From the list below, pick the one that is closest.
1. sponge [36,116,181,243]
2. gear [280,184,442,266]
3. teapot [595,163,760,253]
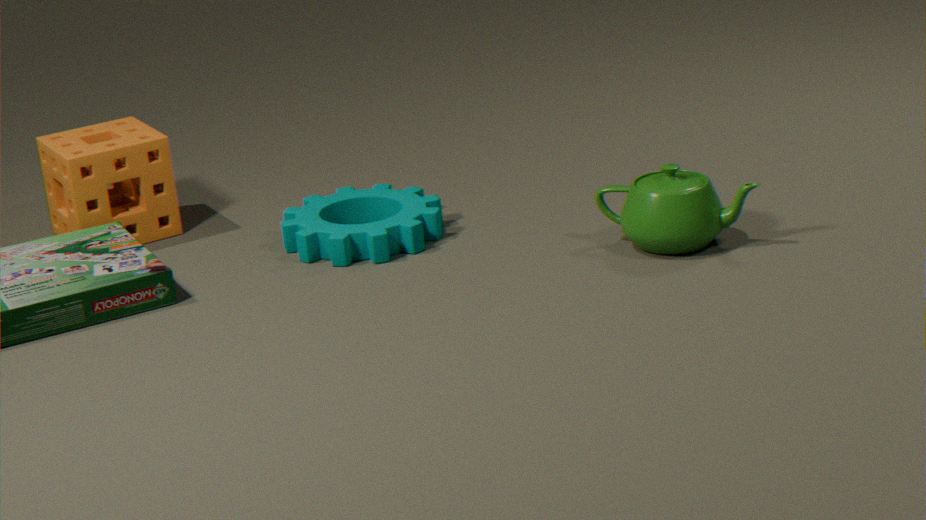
teapot [595,163,760,253]
